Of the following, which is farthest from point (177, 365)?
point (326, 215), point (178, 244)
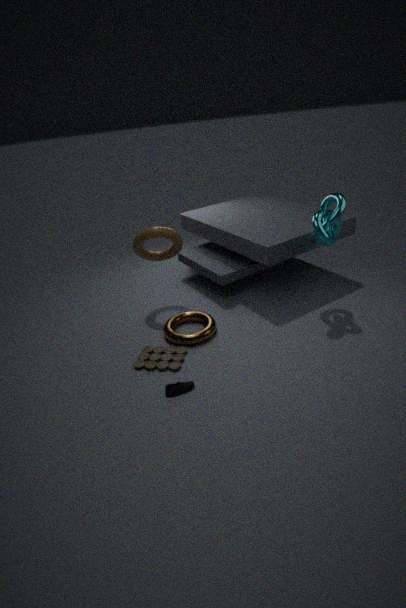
point (326, 215)
